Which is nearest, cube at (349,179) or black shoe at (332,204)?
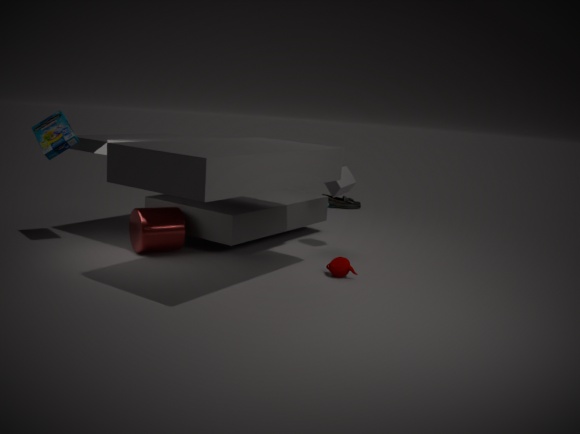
cube at (349,179)
